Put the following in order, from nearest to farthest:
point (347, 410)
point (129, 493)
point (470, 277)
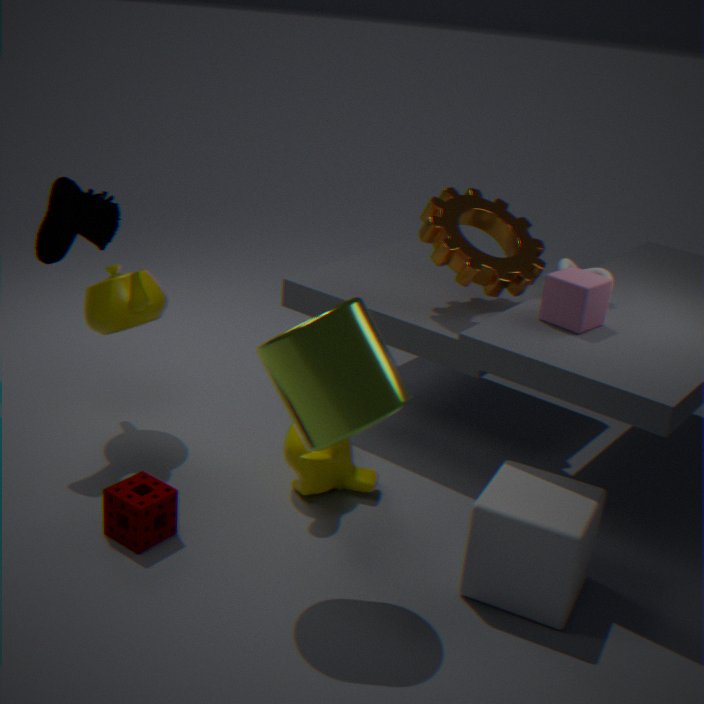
1. point (347, 410)
2. point (129, 493)
3. point (470, 277)
